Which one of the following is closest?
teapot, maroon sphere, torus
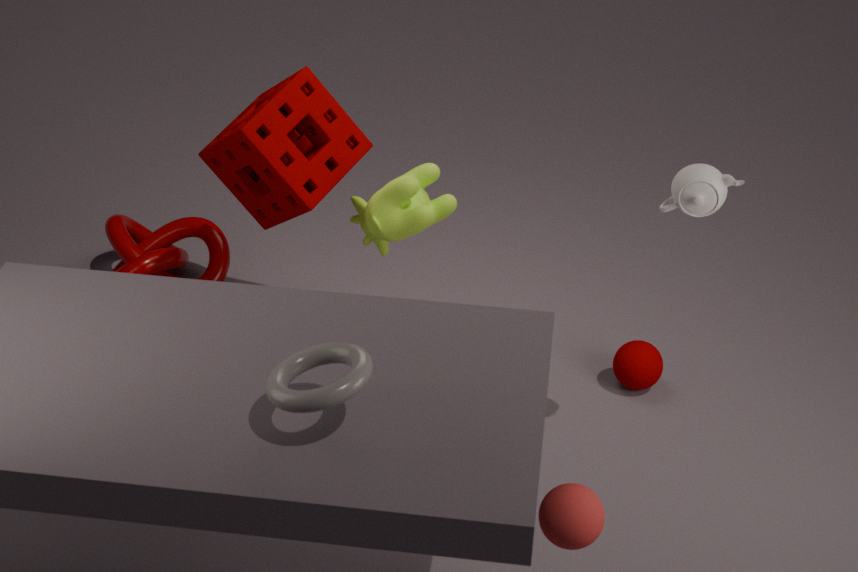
torus
